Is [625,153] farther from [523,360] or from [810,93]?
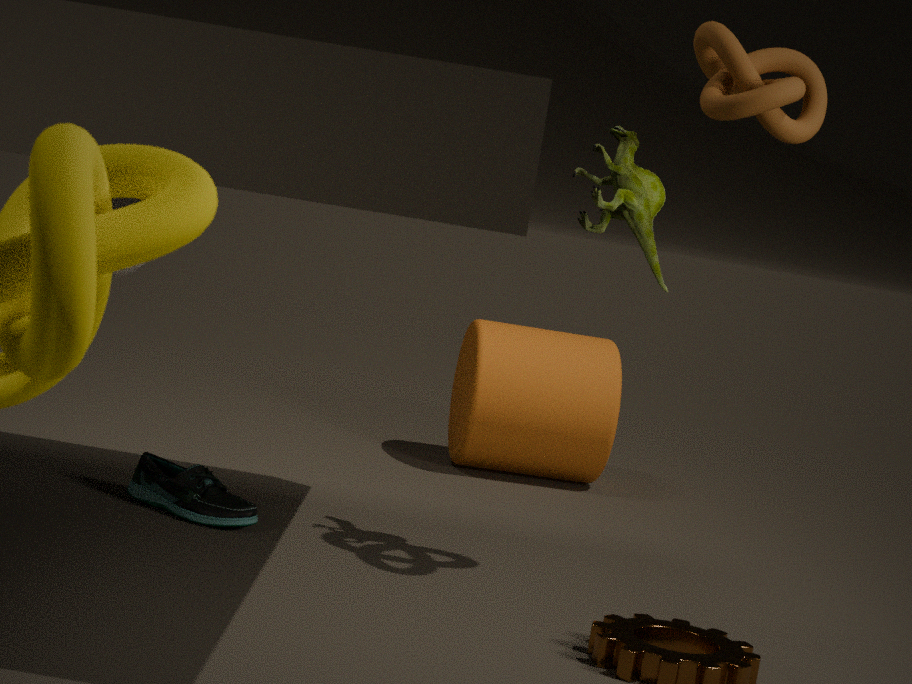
Result: [523,360]
